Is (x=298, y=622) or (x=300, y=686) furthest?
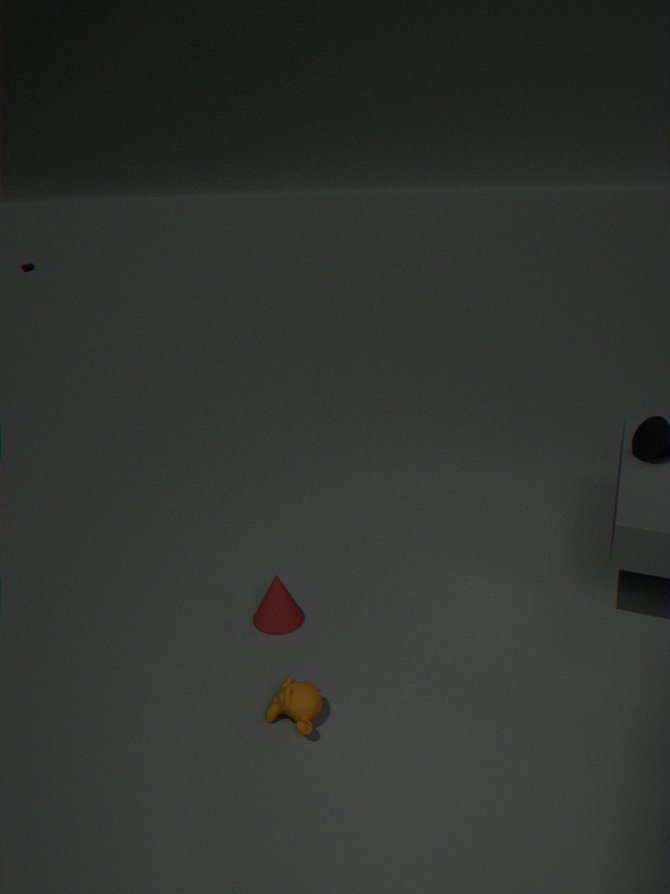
(x=298, y=622)
